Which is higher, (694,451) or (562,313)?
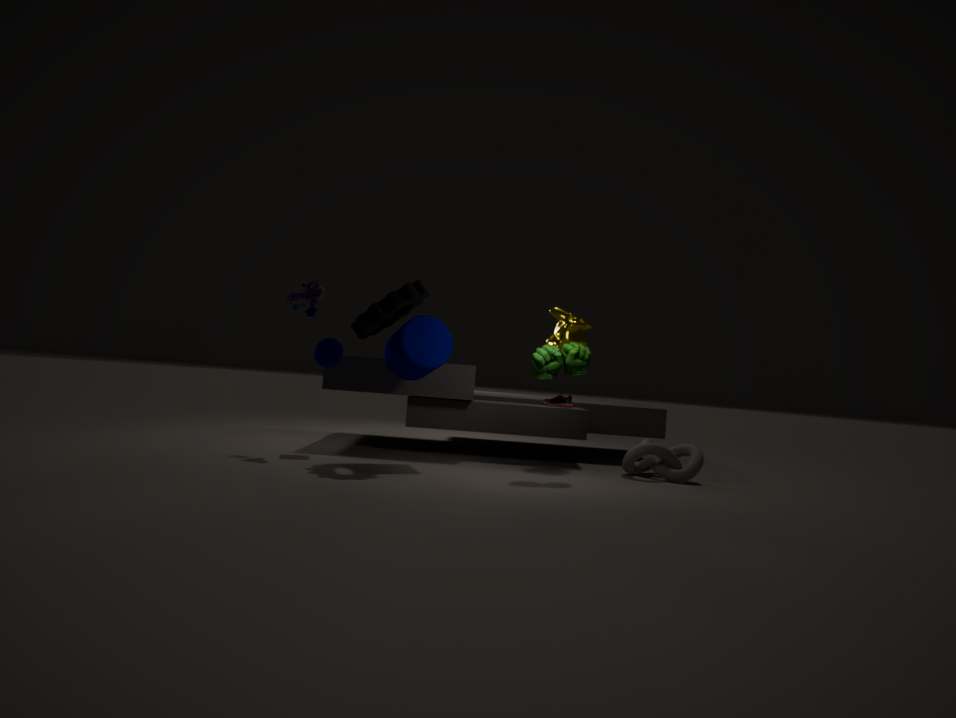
(562,313)
